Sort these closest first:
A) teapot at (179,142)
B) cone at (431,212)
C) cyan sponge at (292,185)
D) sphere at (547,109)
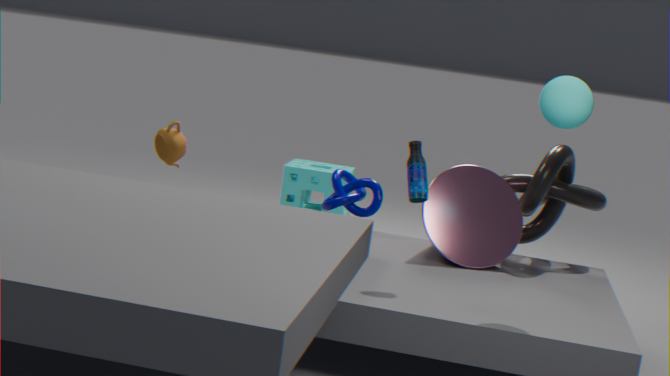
sphere at (547,109), cone at (431,212), teapot at (179,142), cyan sponge at (292,185)
